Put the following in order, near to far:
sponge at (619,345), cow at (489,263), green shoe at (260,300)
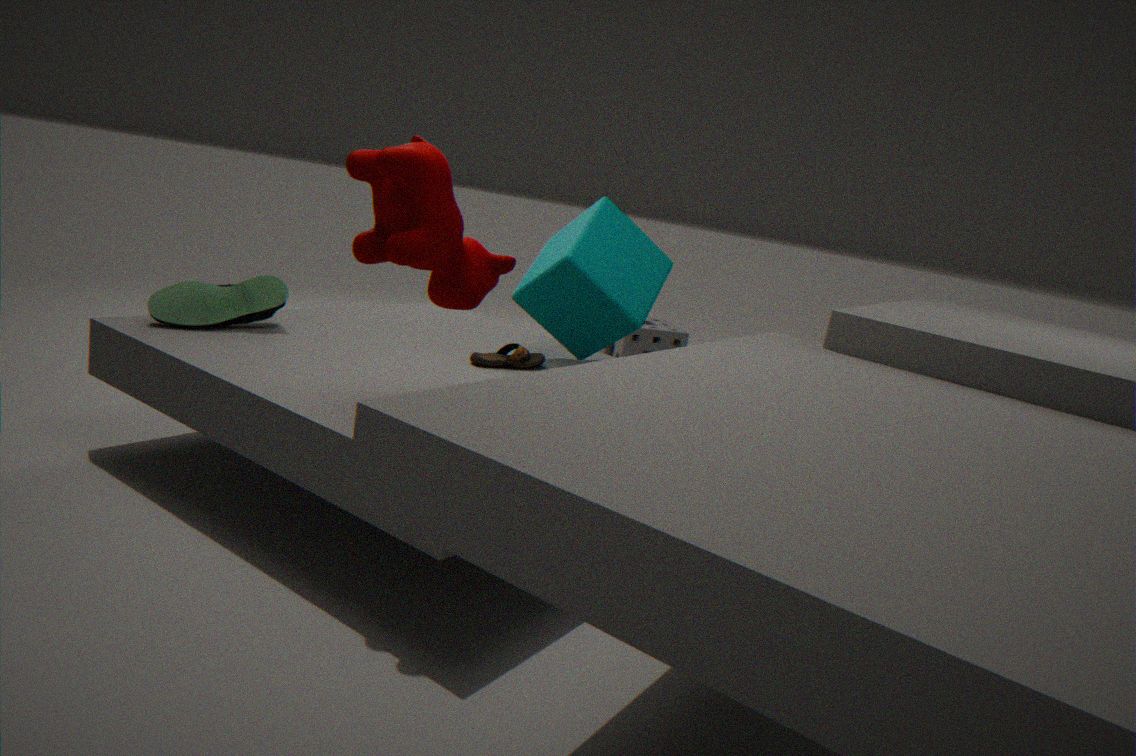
cow at (489,263)
green shoe at (260,300)
sponge at (619,345)
